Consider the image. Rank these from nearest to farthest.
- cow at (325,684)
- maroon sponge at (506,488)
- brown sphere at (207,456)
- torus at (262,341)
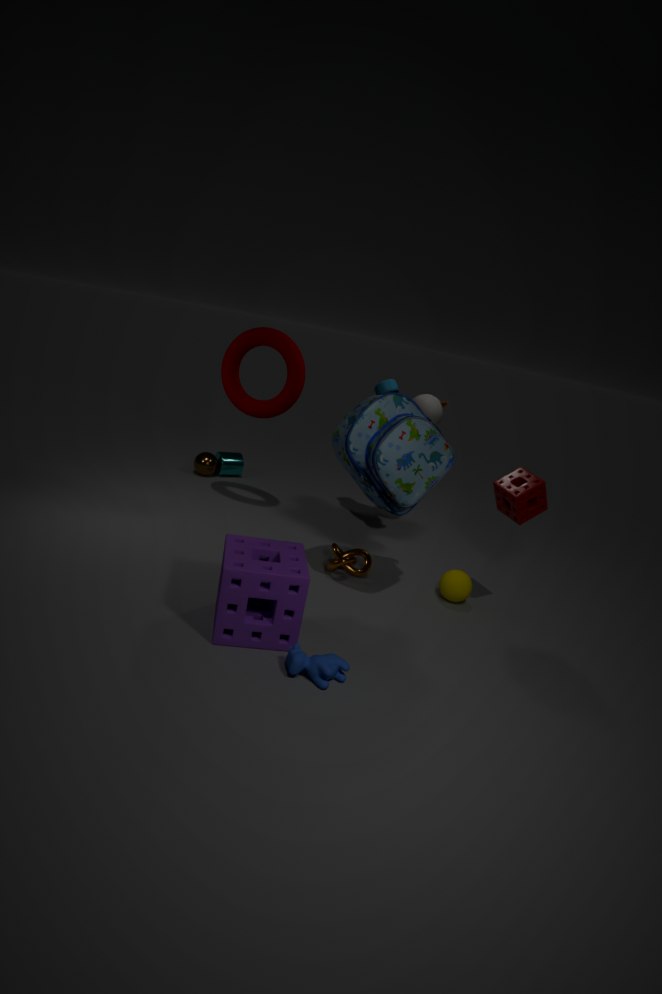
1. cow at (325,684)
2. maroon sponge at (506,488)
3. torus at (262,341)
4. brown sphere at (207,456)
